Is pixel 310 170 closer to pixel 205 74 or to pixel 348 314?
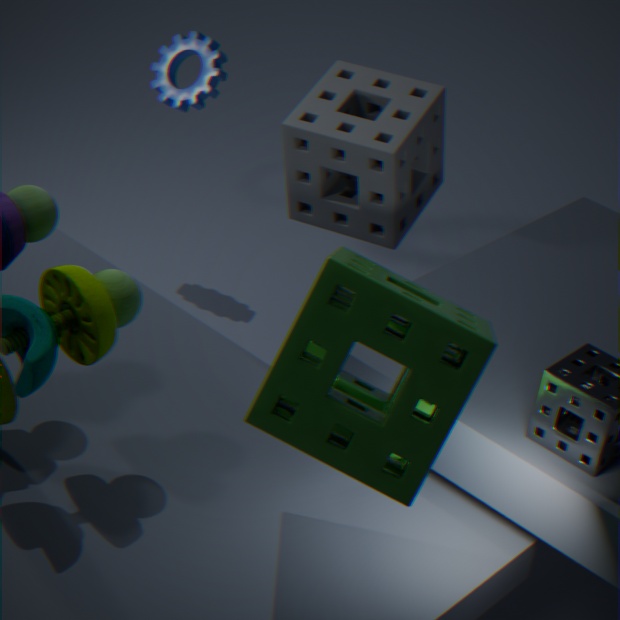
pixel 205 74
